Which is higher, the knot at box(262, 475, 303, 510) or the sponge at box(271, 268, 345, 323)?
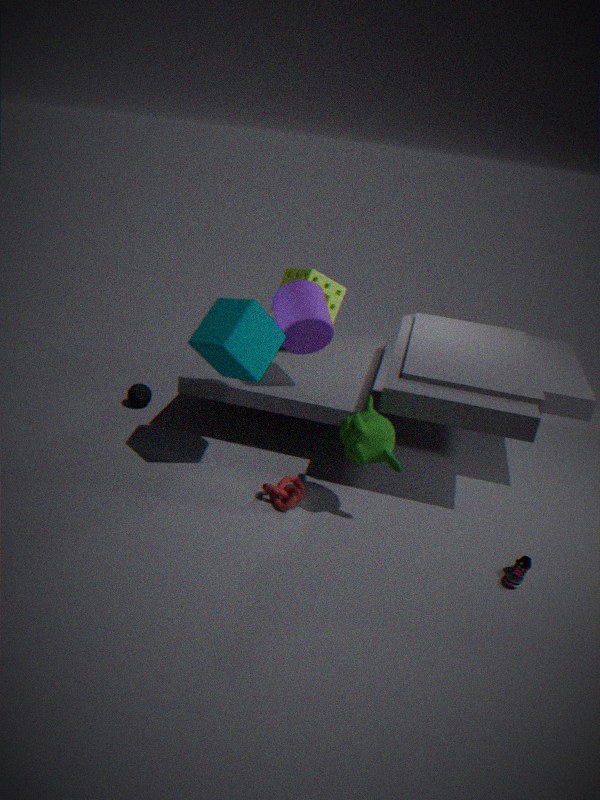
the sponge at box(271, 268, 345, 323)
